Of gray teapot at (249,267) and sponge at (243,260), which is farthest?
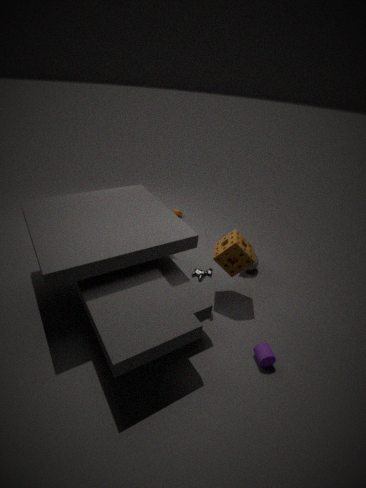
gray teapot at (249,267)
